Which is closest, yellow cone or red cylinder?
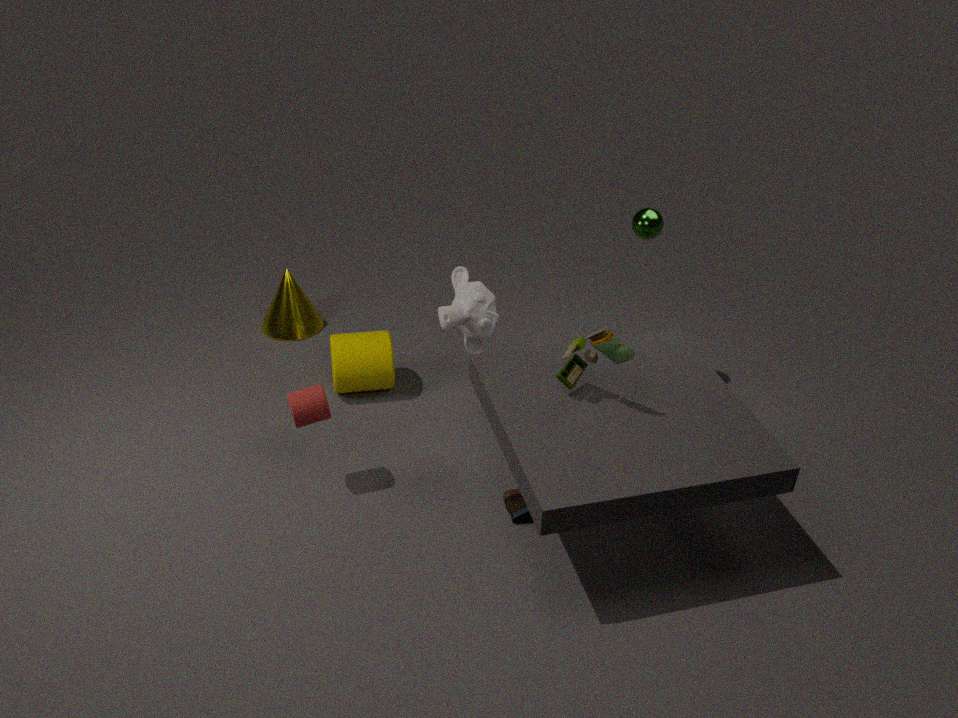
red cylinder
